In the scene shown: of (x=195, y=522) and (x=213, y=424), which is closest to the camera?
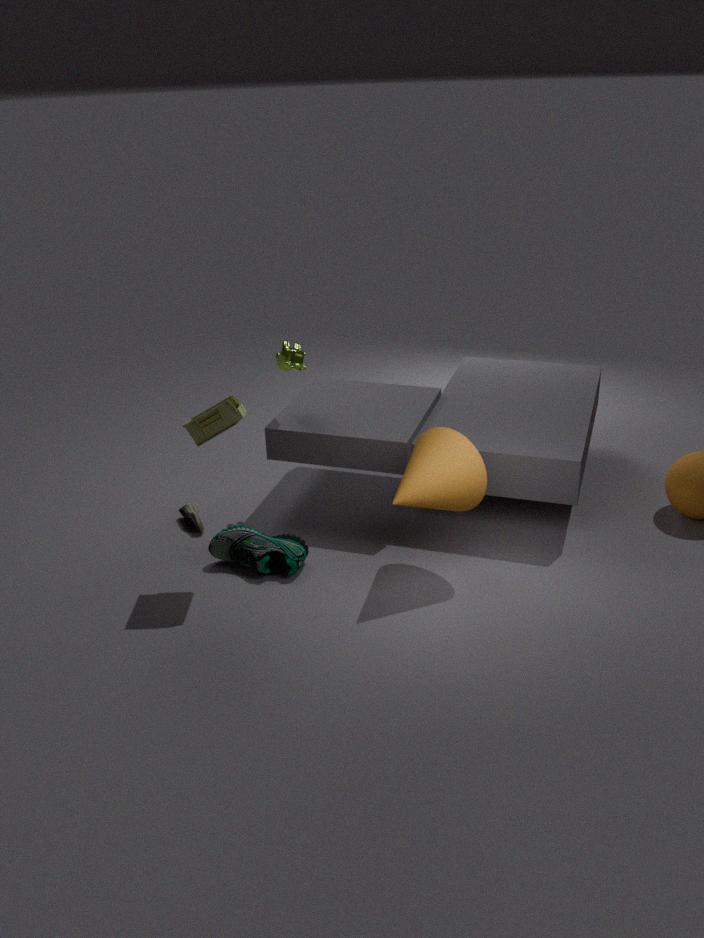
(x=213, y=424)
